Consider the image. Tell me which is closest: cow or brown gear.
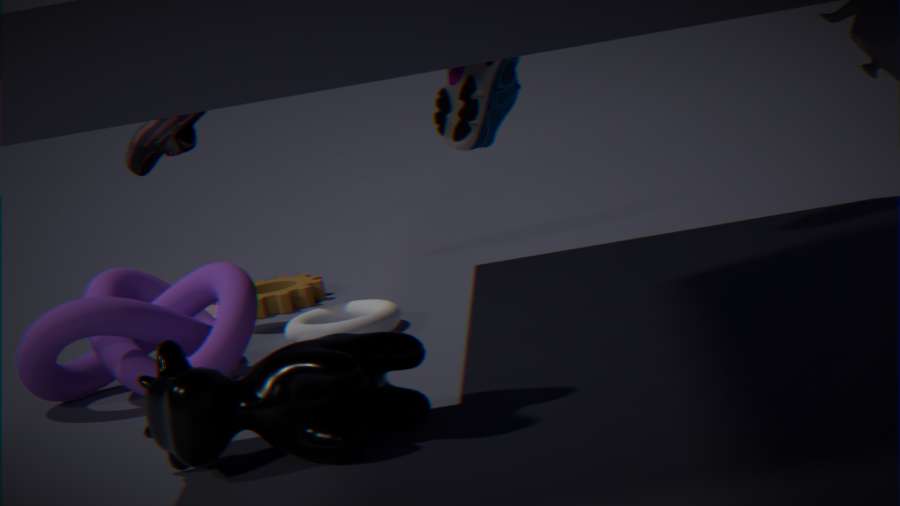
cow
